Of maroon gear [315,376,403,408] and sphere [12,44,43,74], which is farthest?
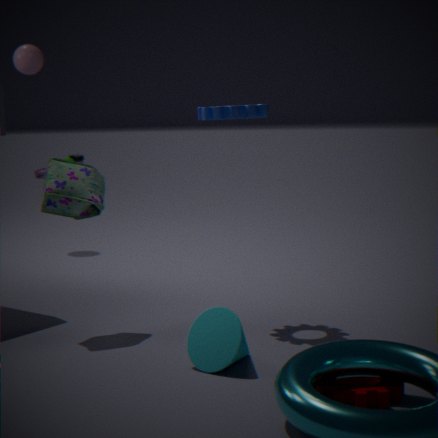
sphere [12,44,43,74]
